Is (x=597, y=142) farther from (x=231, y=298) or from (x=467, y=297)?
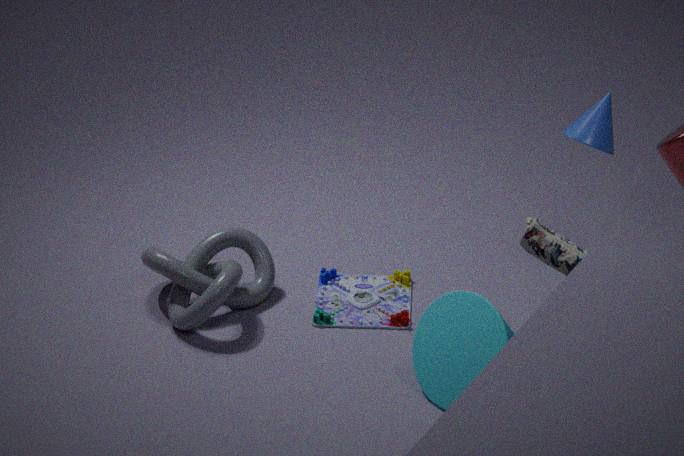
(x=231, y=298)
